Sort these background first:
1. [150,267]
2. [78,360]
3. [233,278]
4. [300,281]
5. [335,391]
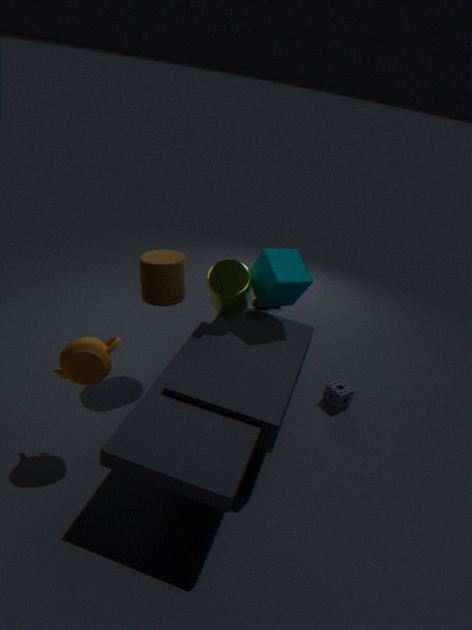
[335,391] < [233,278] < [300,281] < [150,267] < [78,360]
